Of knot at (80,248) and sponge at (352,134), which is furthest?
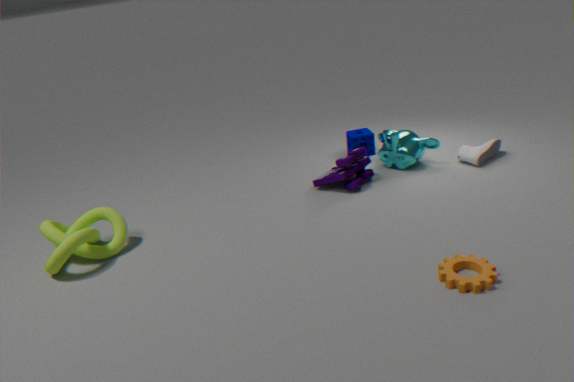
sponge at (352,134)
